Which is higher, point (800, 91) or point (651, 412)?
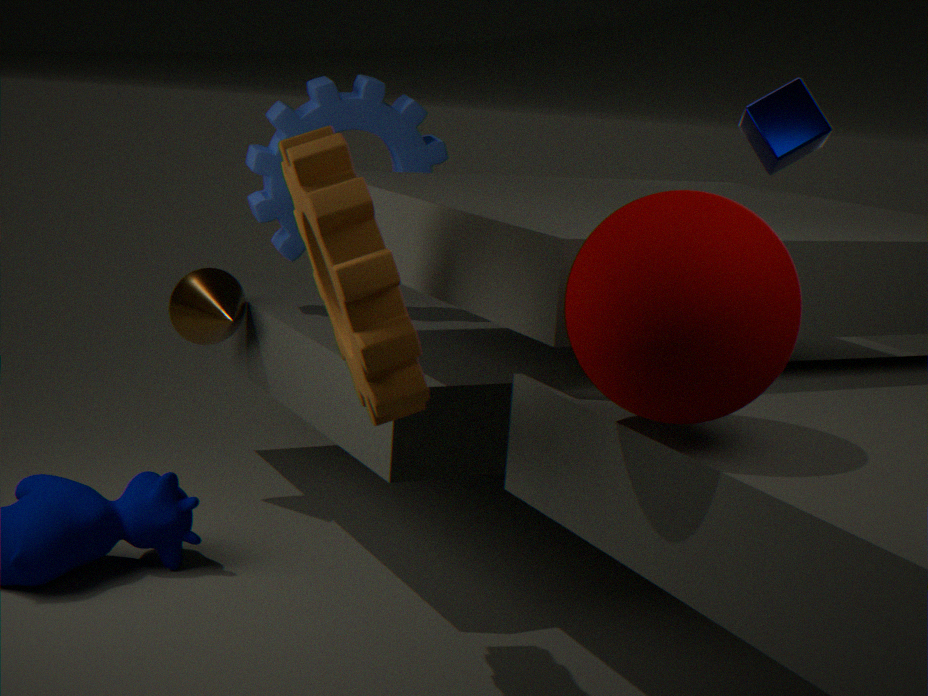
point (800, 91)
